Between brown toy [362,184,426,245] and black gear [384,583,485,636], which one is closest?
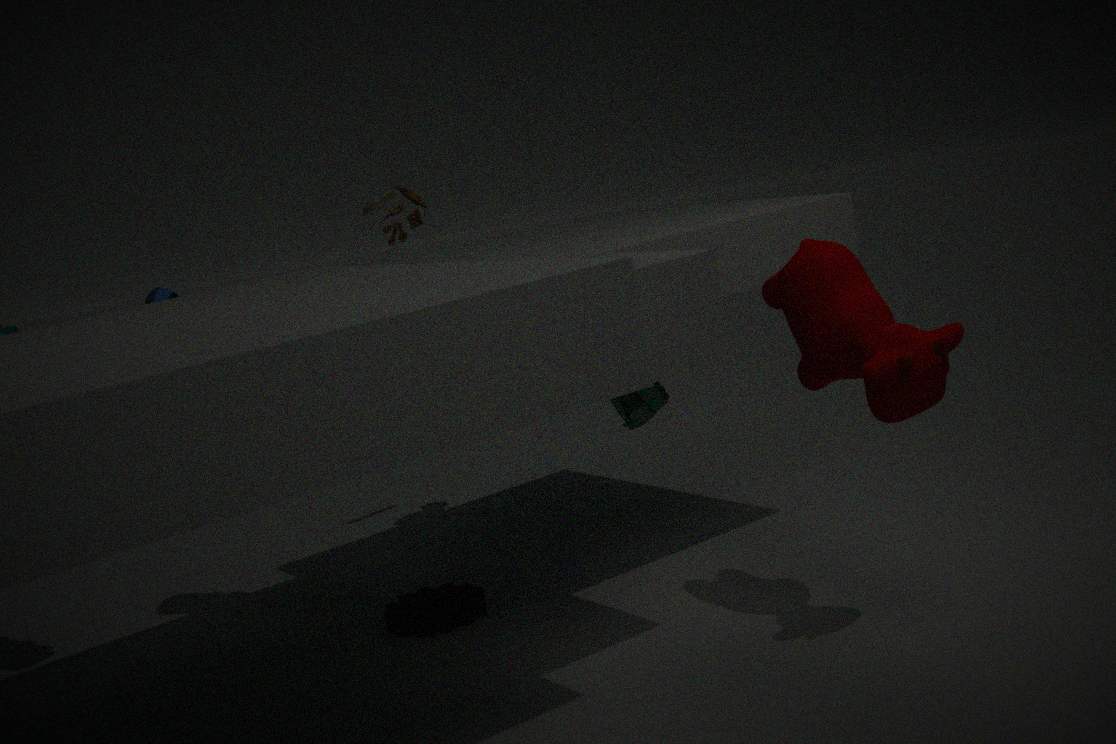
black gear [384,583,485,636]
